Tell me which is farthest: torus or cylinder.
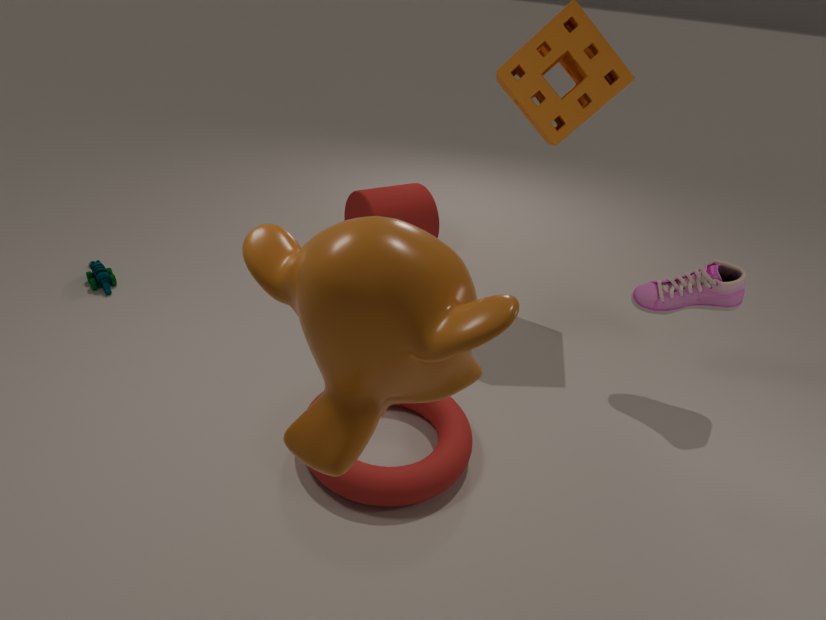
cylinder
